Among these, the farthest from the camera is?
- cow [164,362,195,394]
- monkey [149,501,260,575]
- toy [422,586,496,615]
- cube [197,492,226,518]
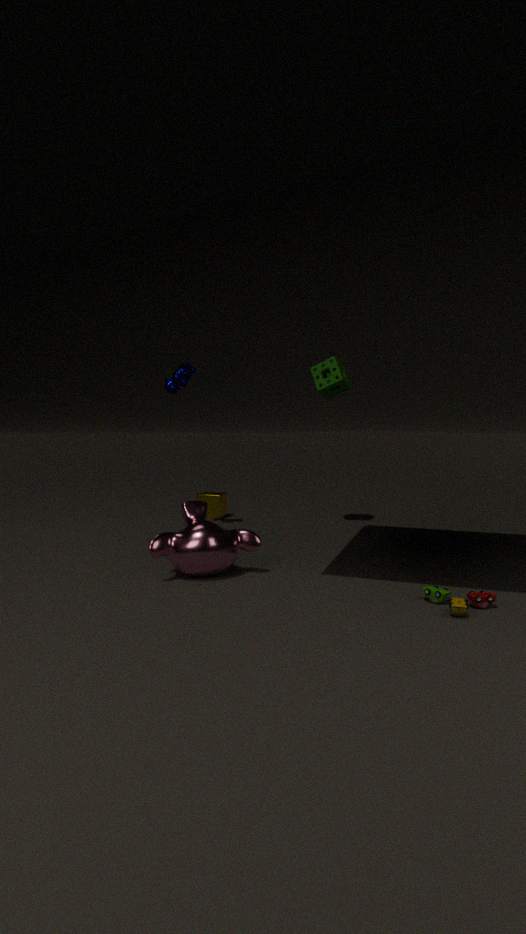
cube [197,492,226,518]
